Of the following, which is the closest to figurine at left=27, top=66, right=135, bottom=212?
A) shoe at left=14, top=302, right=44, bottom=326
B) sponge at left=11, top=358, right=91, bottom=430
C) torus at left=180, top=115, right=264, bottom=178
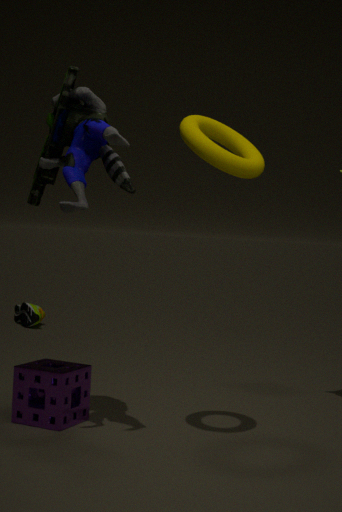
torus at left=180, top=115, right=264, bottom=178
